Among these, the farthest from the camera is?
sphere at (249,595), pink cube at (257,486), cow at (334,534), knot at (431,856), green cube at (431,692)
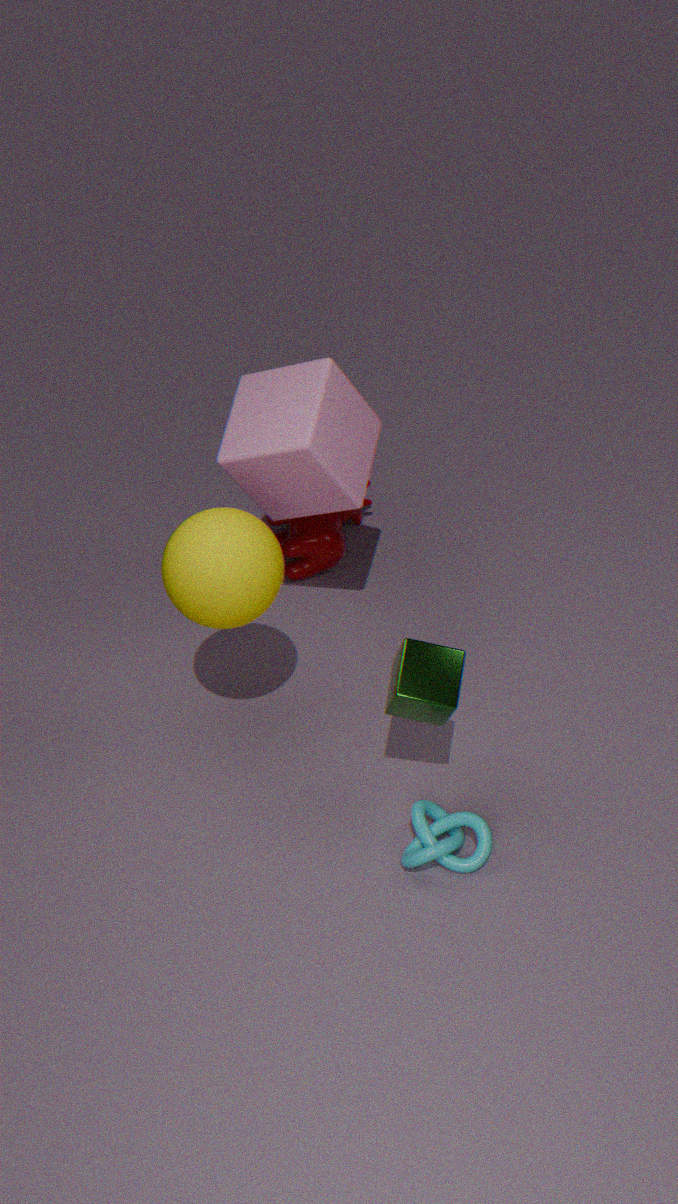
cow at (334,534)
